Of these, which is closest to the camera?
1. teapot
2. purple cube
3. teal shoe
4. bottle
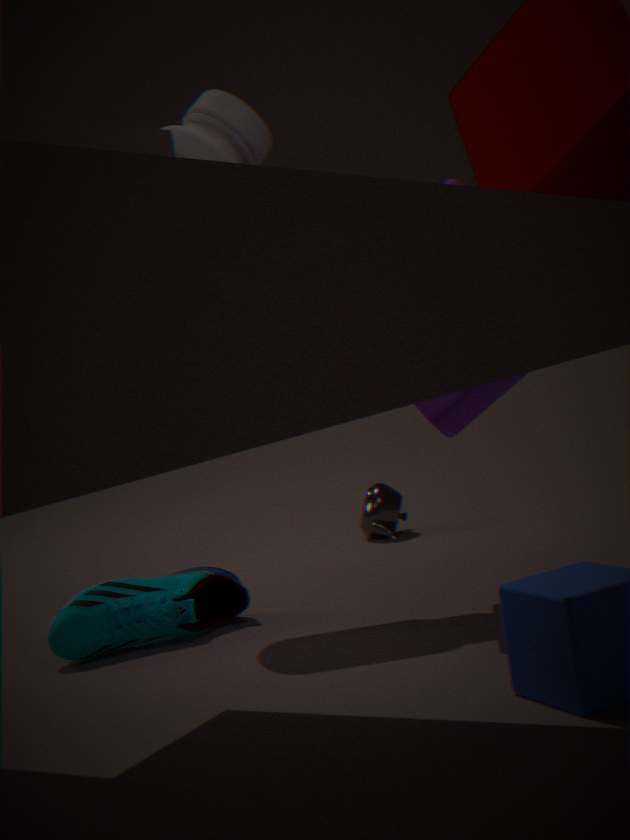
purple cube
